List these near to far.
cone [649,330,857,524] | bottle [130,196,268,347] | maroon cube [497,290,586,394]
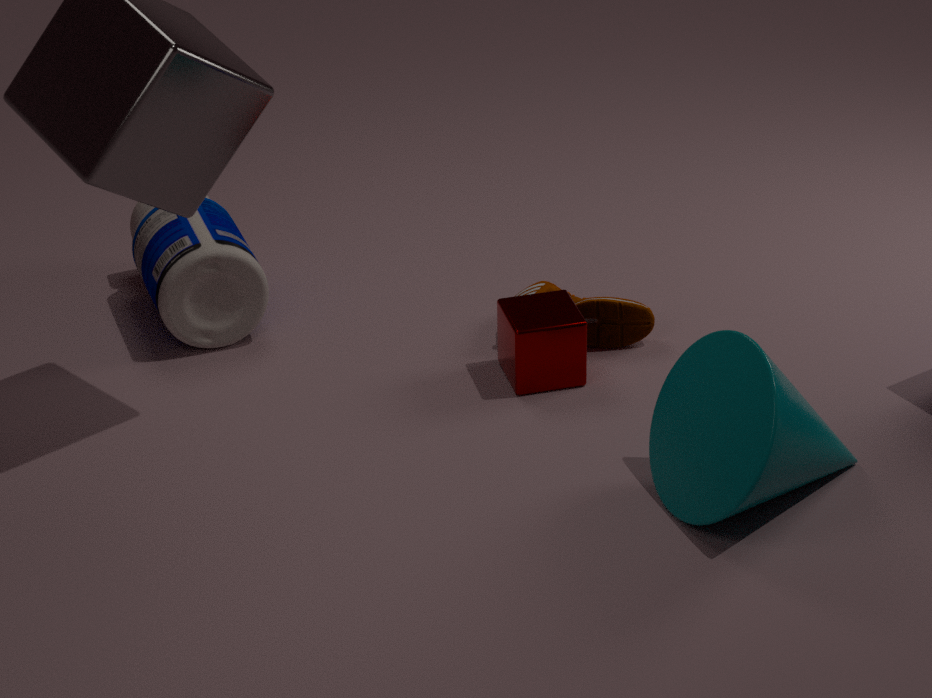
cone [649,330,857,524] < maroon cube [497,290,586,394] < bottle [130,196,268,347]
